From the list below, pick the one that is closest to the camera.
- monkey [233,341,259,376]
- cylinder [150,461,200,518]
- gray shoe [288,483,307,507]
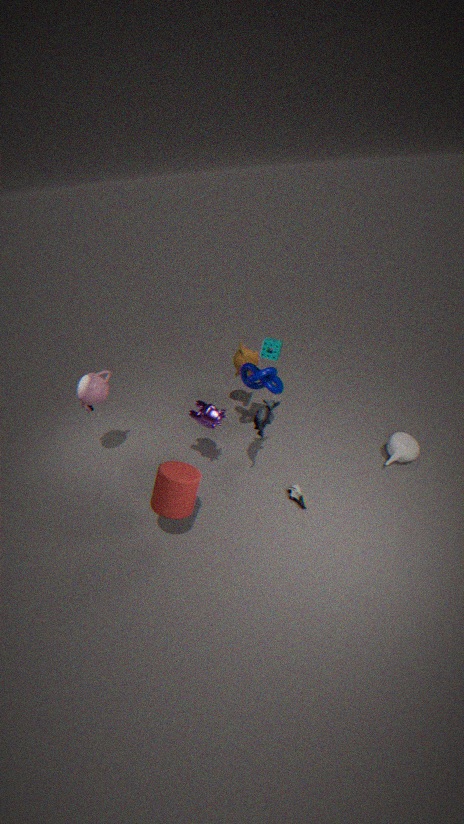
cylinder [150,461,200,518]
